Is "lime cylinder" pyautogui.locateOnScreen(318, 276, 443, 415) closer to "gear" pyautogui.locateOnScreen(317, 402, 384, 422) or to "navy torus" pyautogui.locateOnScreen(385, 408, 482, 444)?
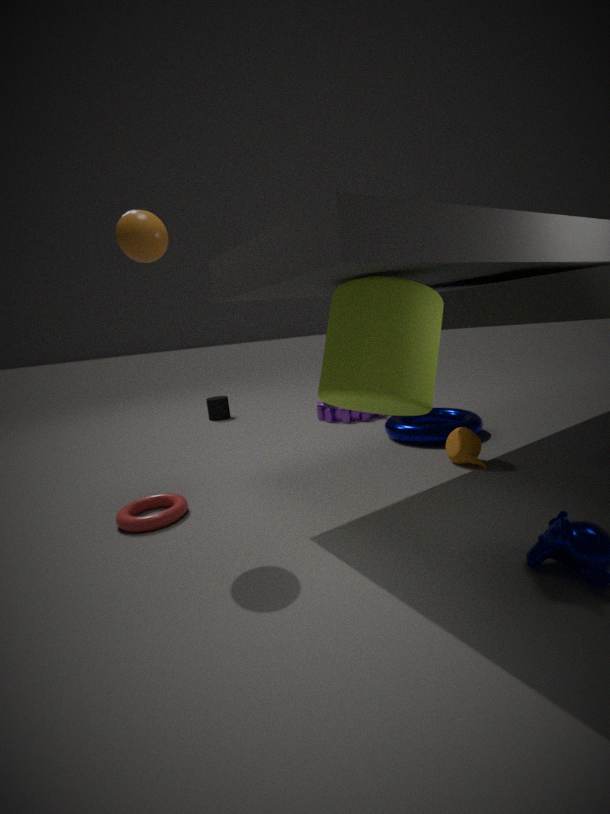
"navy torus" pyautogui.locateOnScreen(385, 408, 482, 444)
